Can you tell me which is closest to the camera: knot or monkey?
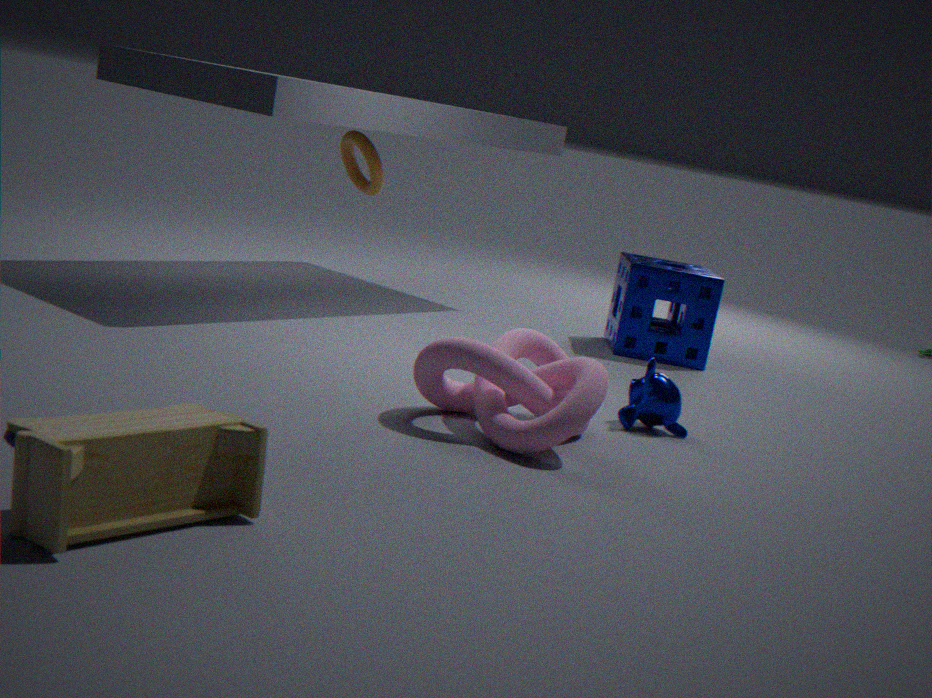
knot
